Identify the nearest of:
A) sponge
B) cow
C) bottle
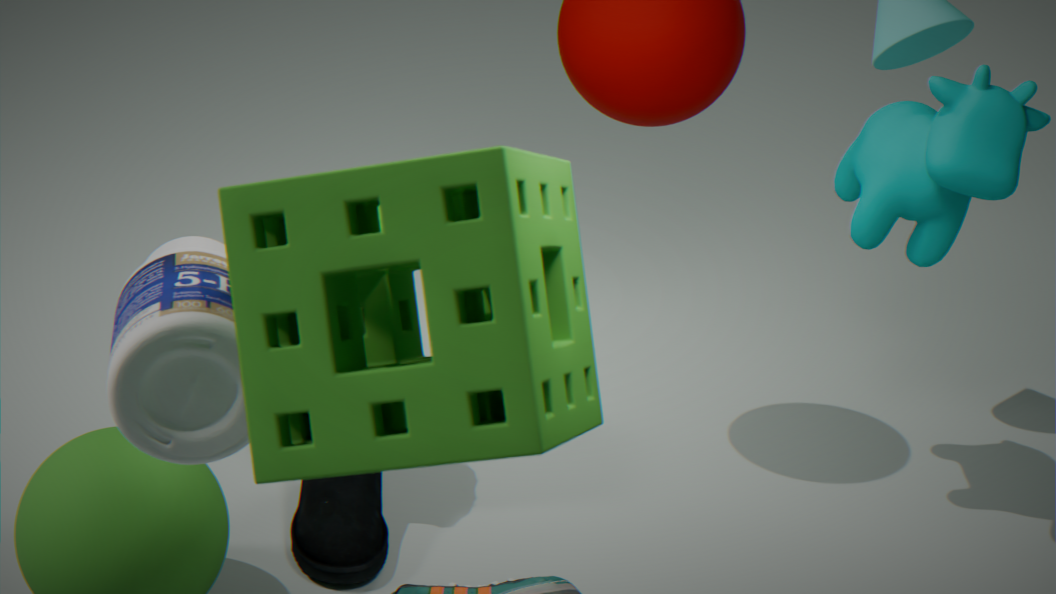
sponge
